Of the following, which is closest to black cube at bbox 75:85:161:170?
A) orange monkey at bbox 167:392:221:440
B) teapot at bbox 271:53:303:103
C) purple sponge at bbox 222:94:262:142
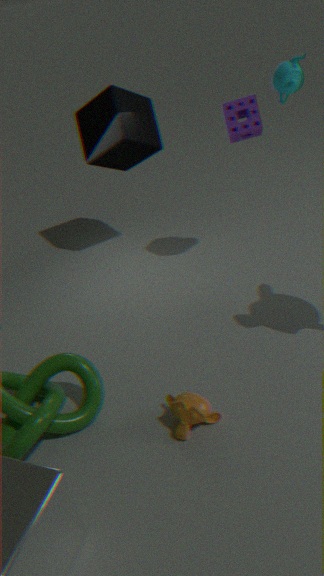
purple sponge at bbox 222:94:262:142
